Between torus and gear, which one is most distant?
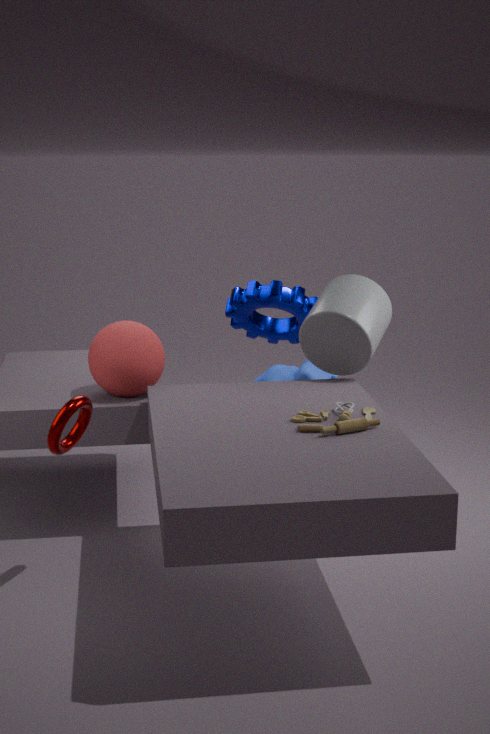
gear
